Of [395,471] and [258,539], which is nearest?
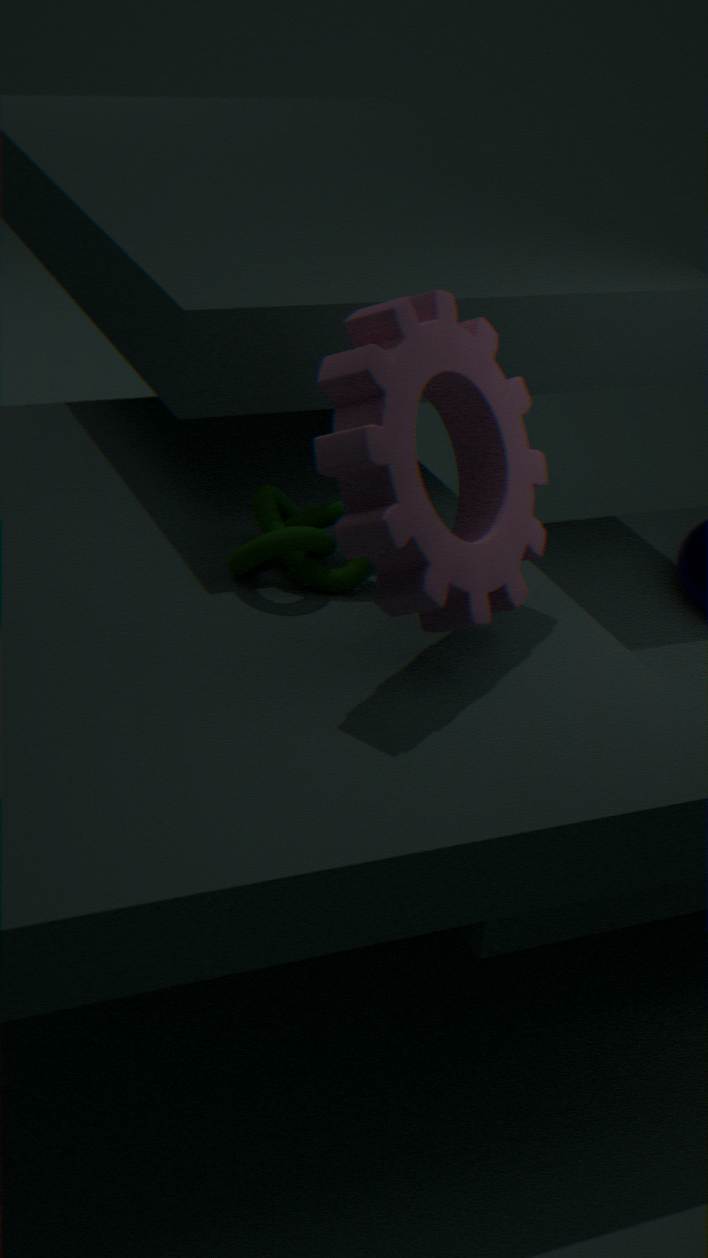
[395,471]
